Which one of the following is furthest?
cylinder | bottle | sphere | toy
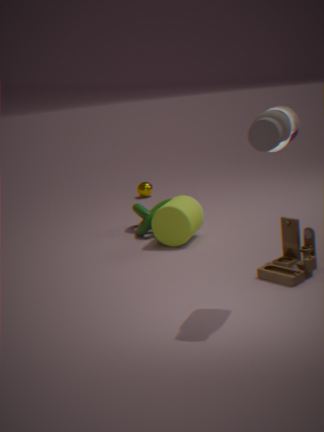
sphere
